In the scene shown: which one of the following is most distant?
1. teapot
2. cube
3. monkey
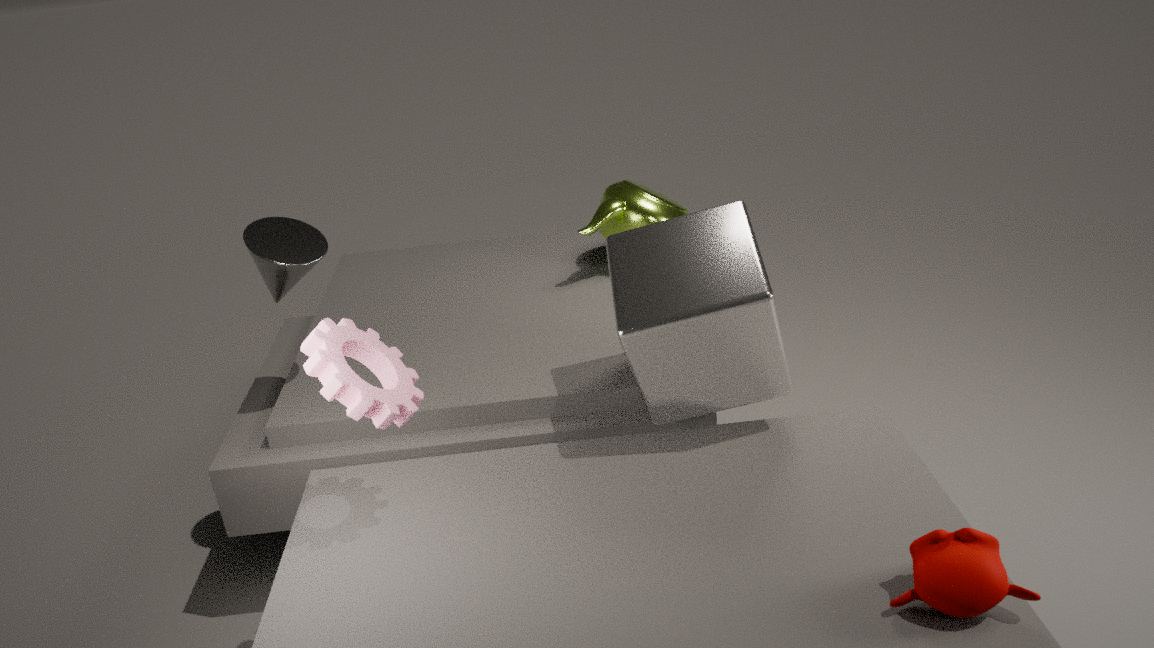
teapot
